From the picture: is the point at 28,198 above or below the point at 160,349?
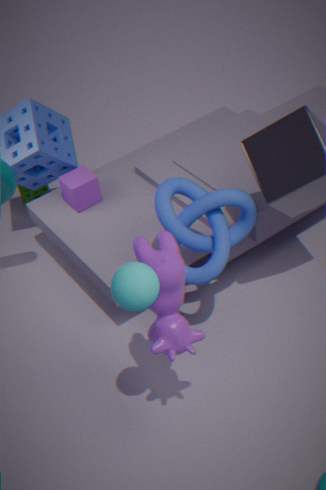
below
